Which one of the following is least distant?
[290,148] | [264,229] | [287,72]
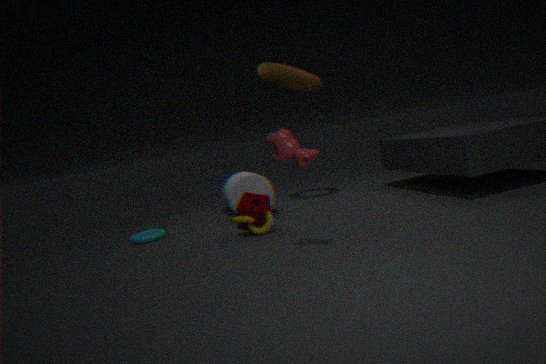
[290,148]
